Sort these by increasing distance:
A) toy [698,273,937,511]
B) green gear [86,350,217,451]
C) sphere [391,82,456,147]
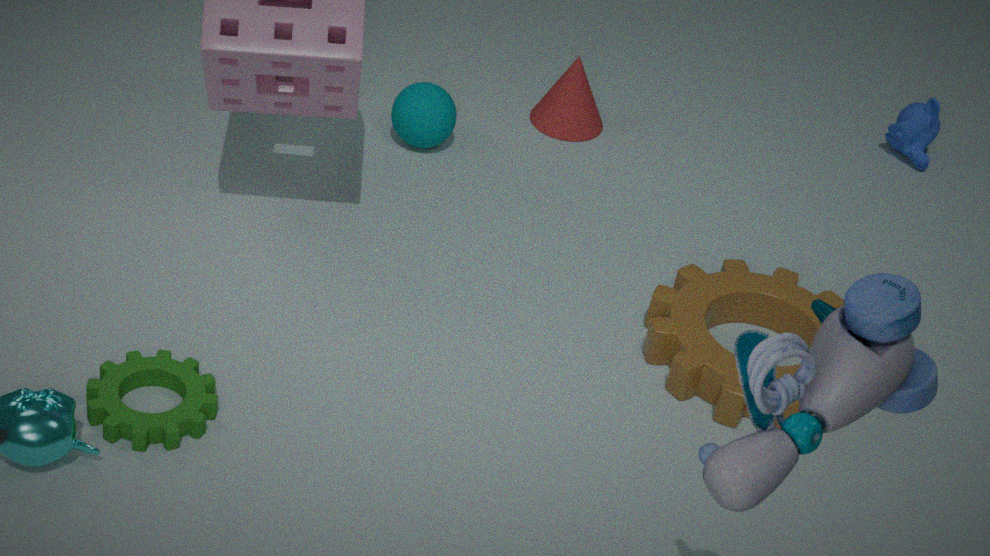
toy [698,273,937,511] → green gear [86,350,217,451] → sphere [391,82,456,147]
